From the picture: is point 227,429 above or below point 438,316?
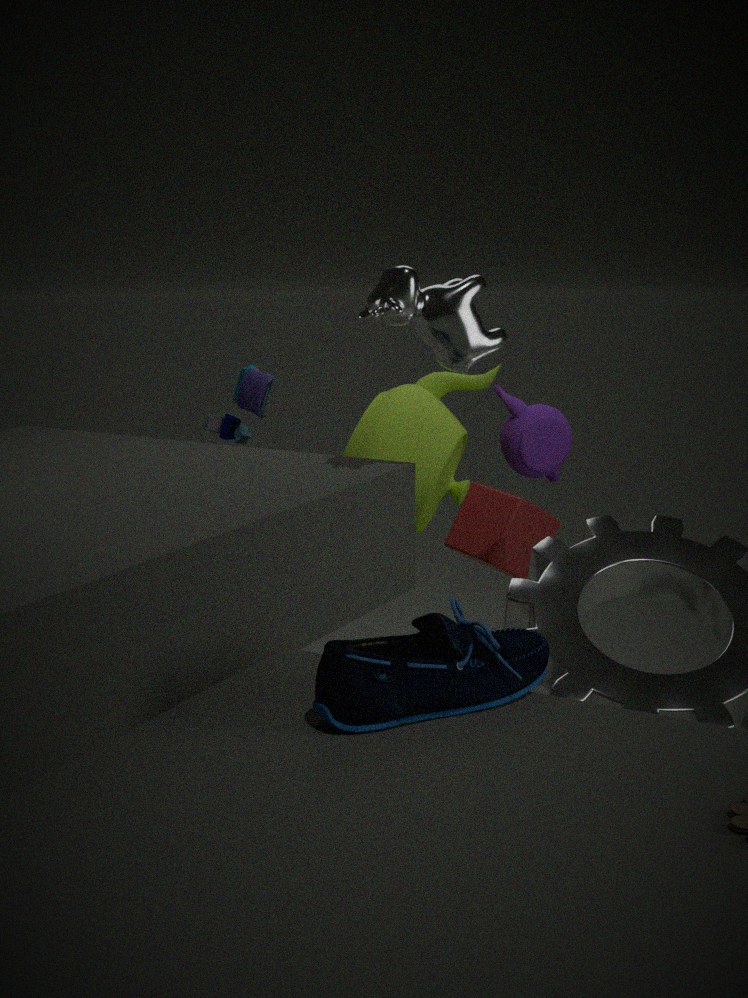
below
